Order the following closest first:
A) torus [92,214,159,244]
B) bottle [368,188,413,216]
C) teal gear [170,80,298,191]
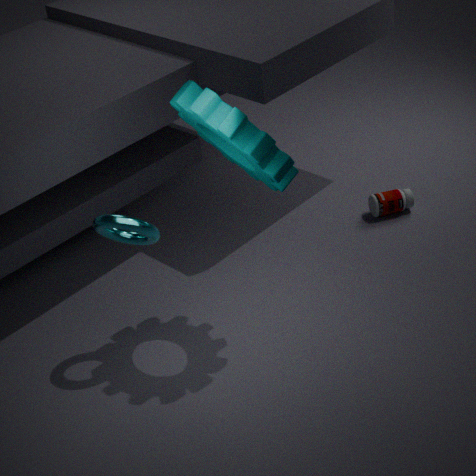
teal gear [170,80,298,191], torus [92,214,159,244], bottle [368,188,413,216]
